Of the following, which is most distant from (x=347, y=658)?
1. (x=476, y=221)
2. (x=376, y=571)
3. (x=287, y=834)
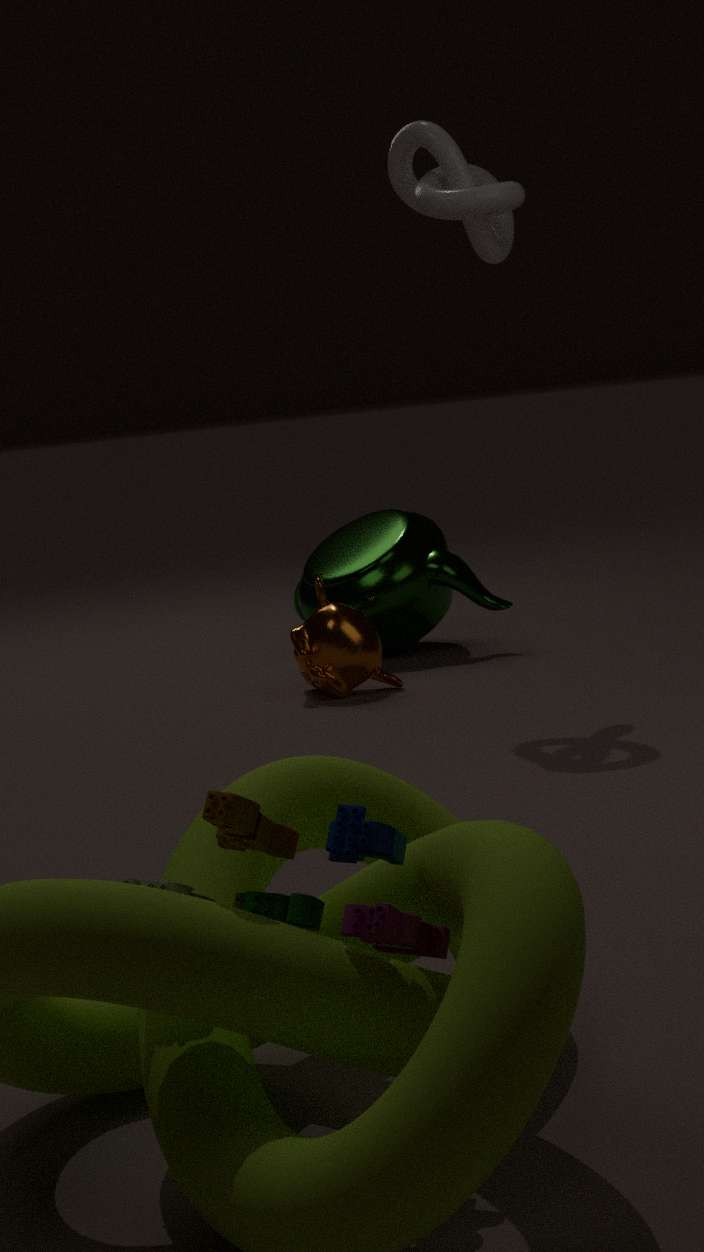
(x=287, y=834)
